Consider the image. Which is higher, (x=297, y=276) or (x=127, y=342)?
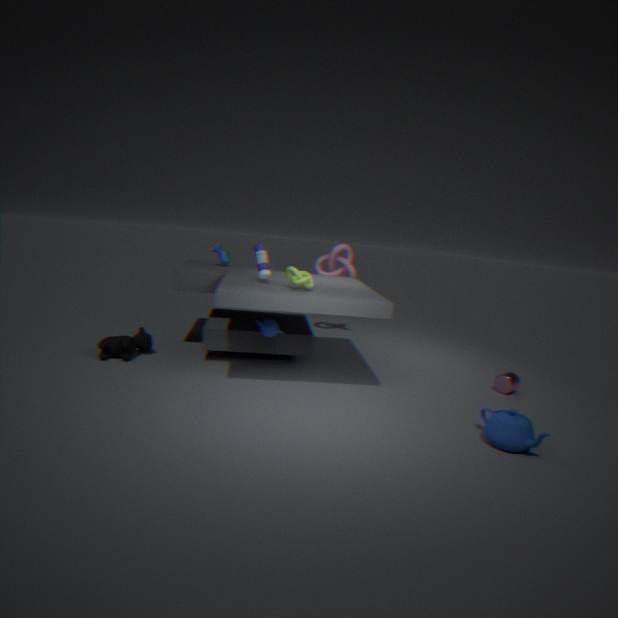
(x=297, y=276)
